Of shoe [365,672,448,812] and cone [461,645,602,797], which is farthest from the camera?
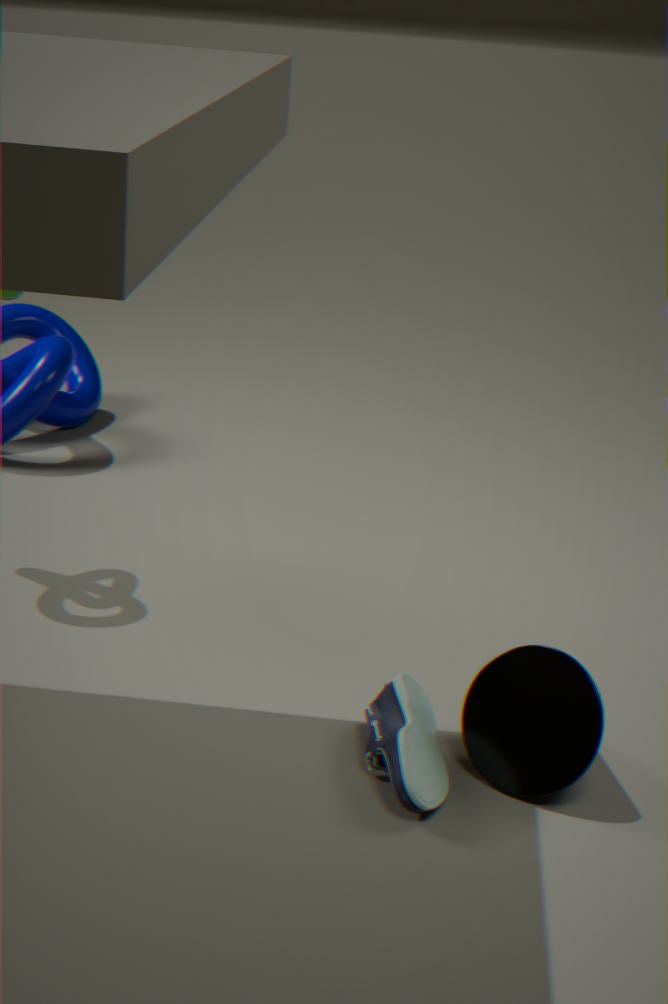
cone [461,645,602,797]
